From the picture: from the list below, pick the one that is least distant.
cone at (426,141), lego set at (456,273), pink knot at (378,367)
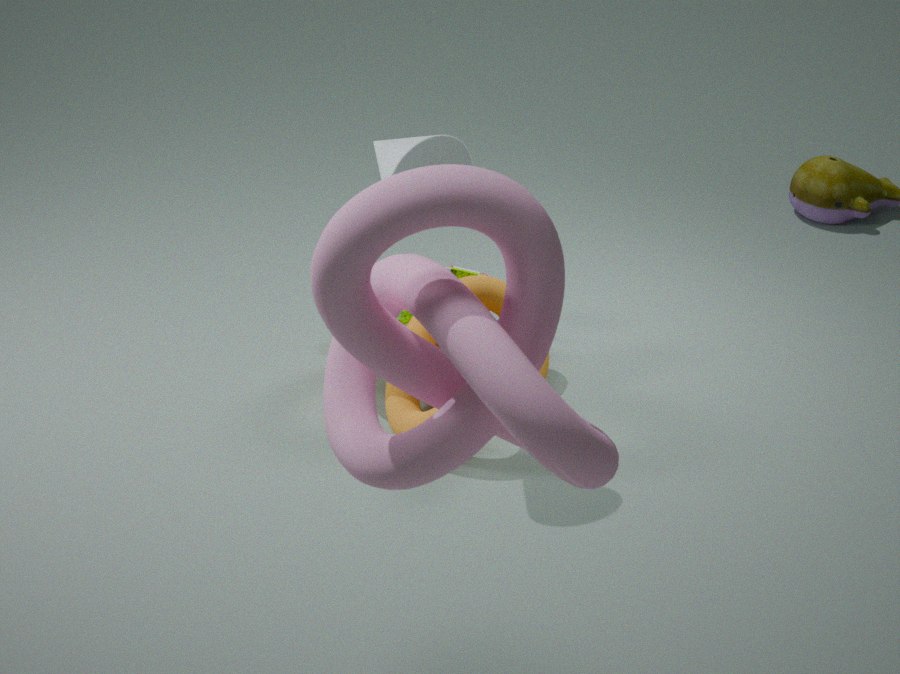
pink knot at (378,367)
